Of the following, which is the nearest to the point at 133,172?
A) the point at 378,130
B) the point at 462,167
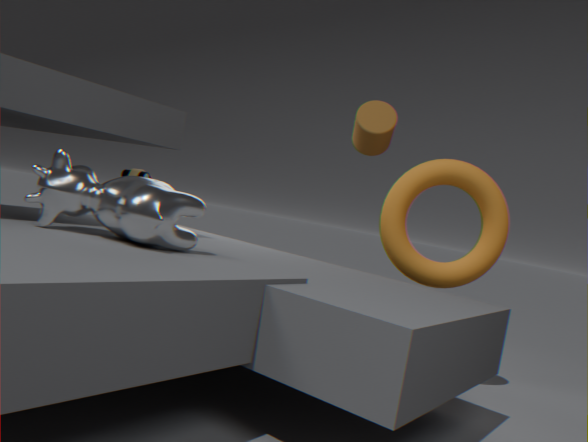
the point at 378,130
